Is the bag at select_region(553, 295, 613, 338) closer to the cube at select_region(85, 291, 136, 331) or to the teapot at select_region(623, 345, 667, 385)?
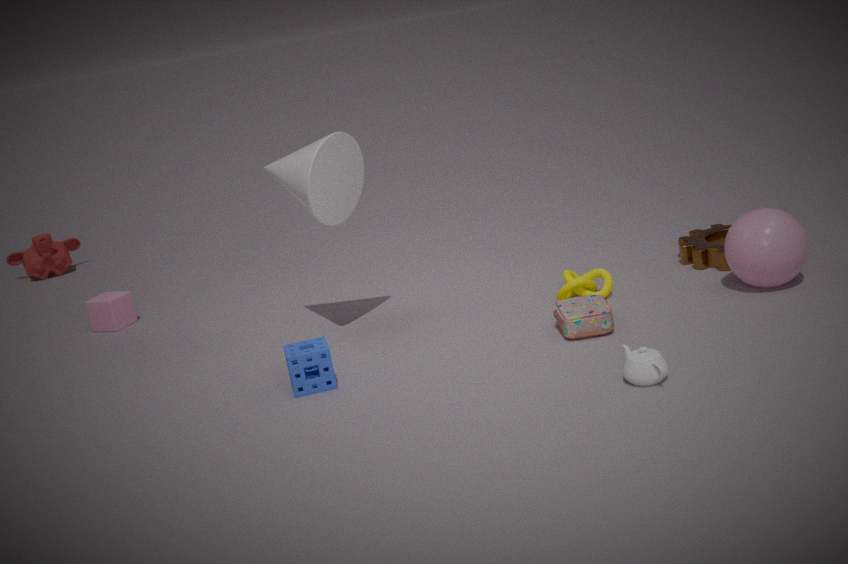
the teapot at select_region(623, 345, 667, 385)
